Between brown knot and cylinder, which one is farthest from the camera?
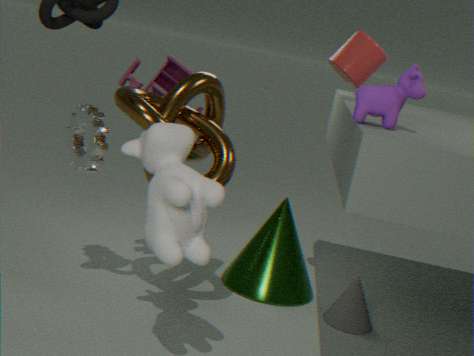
cylinder
